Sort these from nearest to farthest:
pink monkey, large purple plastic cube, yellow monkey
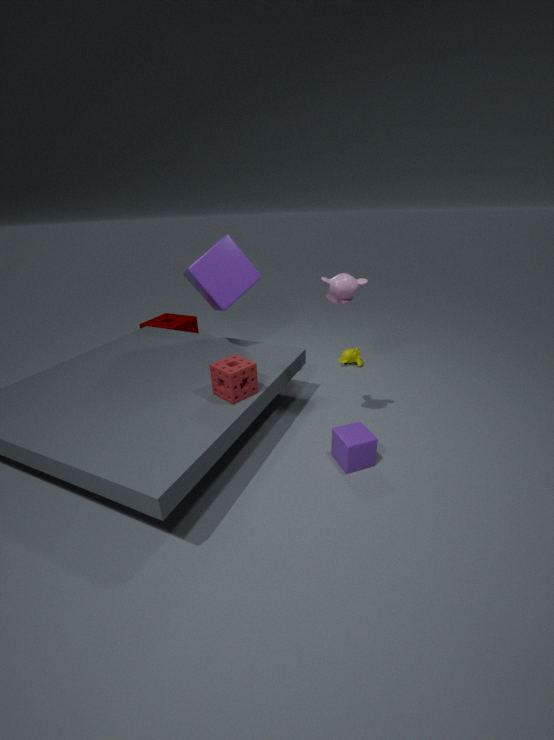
1. pink monkey
2. large purple plastic cube
3. yellow monkey
